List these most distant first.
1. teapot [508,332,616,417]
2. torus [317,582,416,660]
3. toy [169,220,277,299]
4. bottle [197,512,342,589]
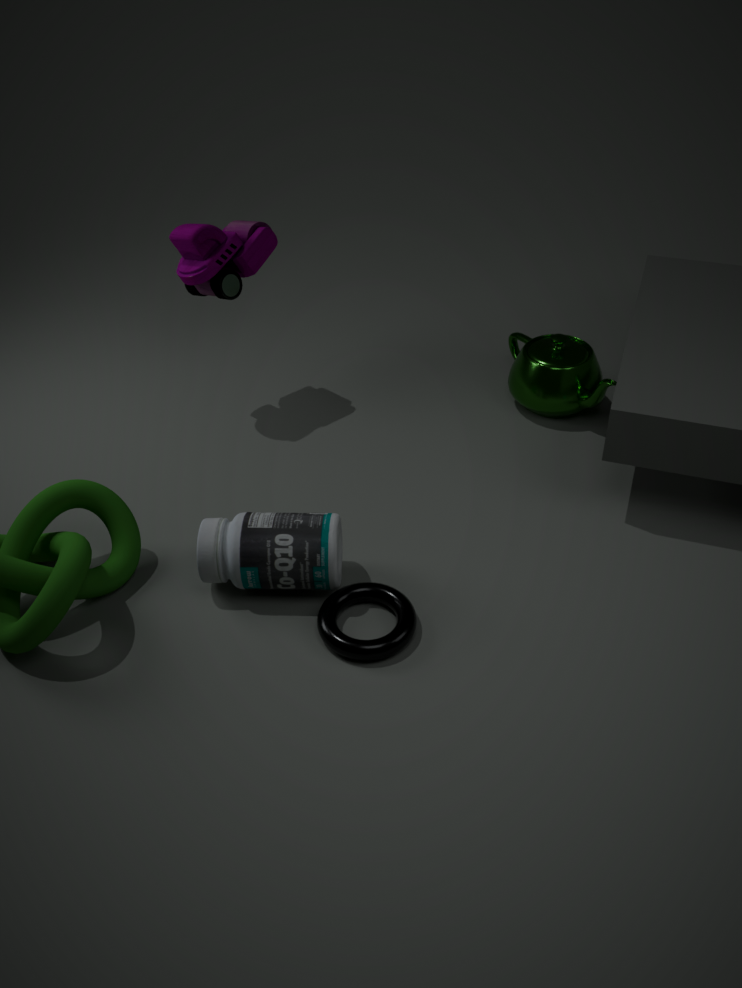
teapot [508,332,616,417]
toy [169,220,277,299]
bottle [197,512,342,589]
torus [317,582,416,660]
